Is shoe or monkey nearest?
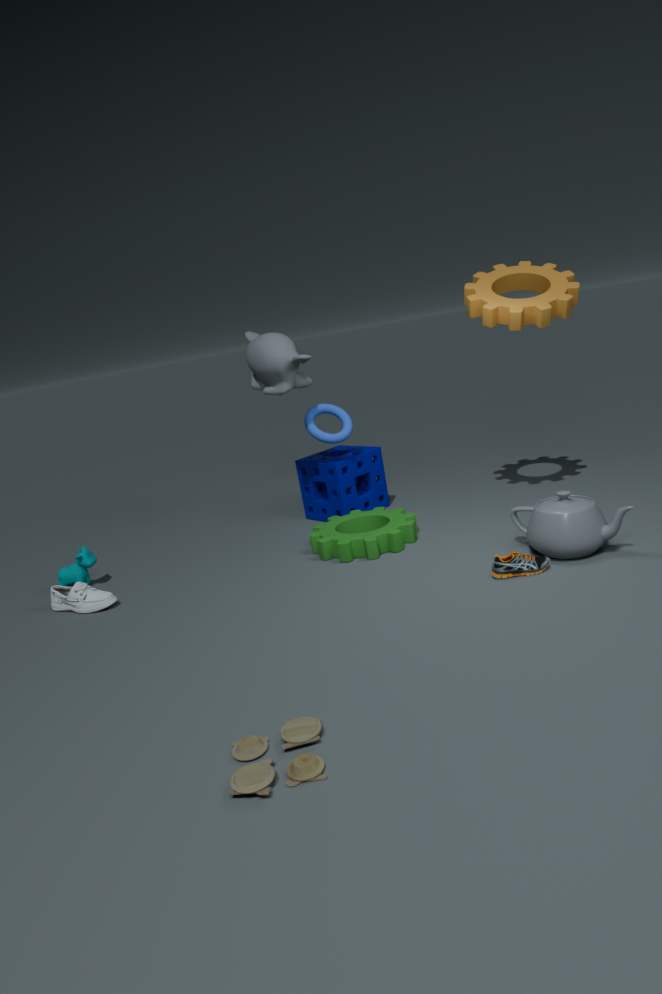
shoe
